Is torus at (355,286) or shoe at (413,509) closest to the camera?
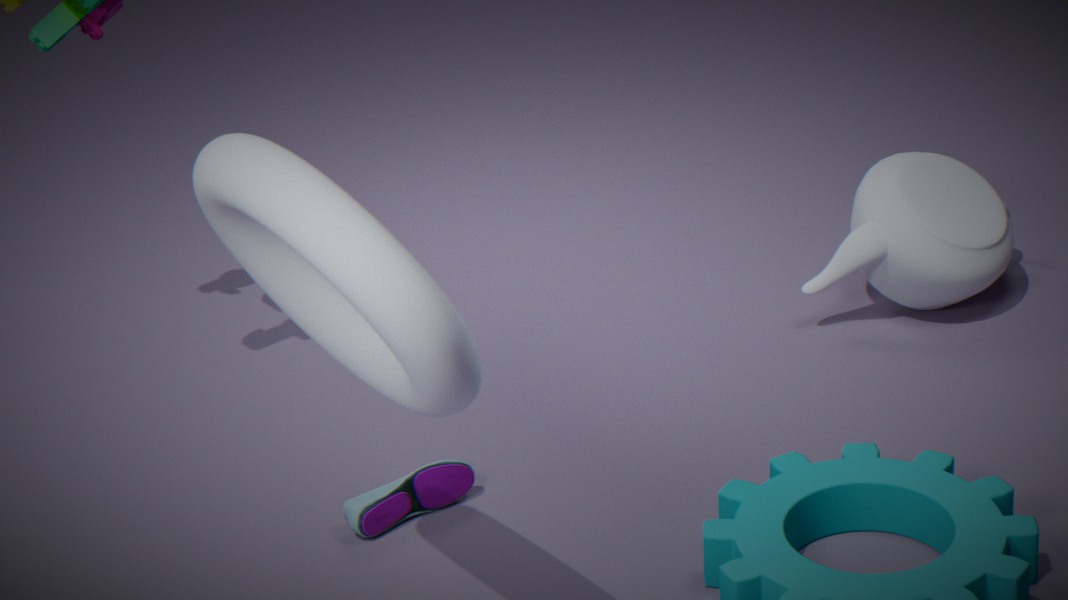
torus at (355,286)
